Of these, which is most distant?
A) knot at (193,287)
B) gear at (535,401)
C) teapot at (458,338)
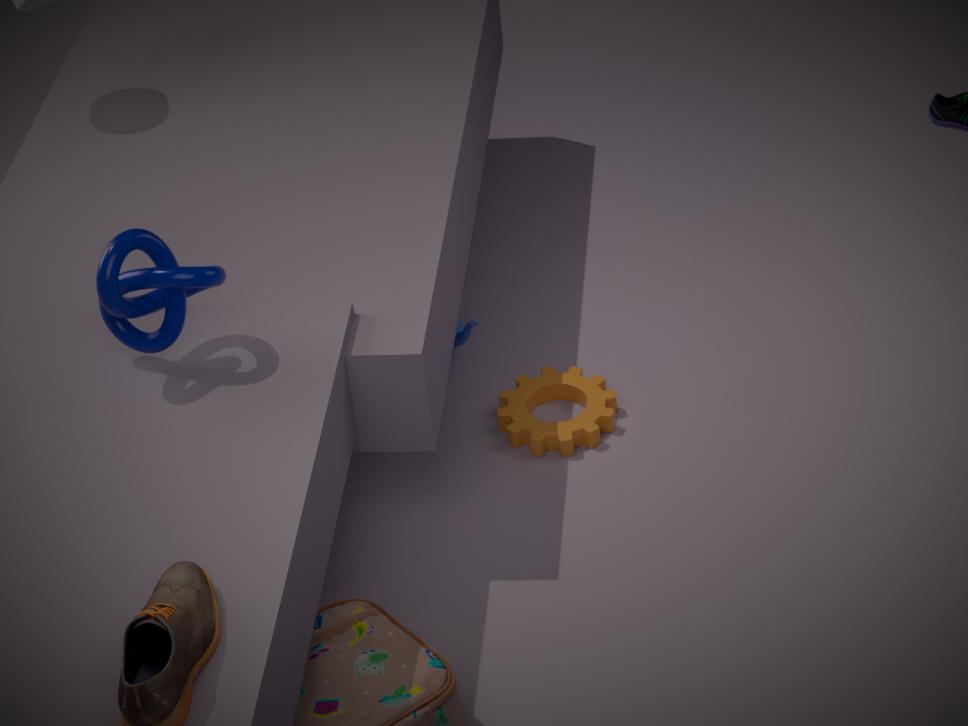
teapot at (458,338)
